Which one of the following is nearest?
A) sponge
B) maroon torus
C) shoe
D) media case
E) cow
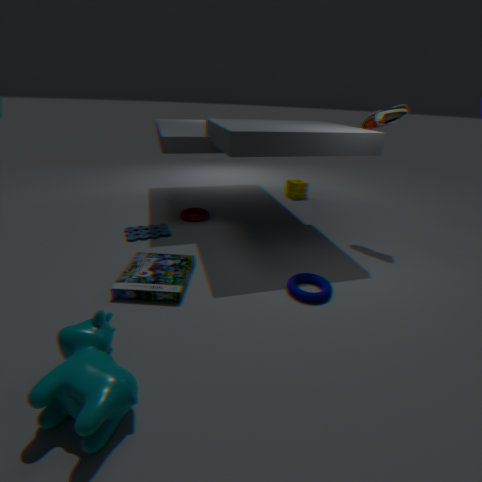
cow
